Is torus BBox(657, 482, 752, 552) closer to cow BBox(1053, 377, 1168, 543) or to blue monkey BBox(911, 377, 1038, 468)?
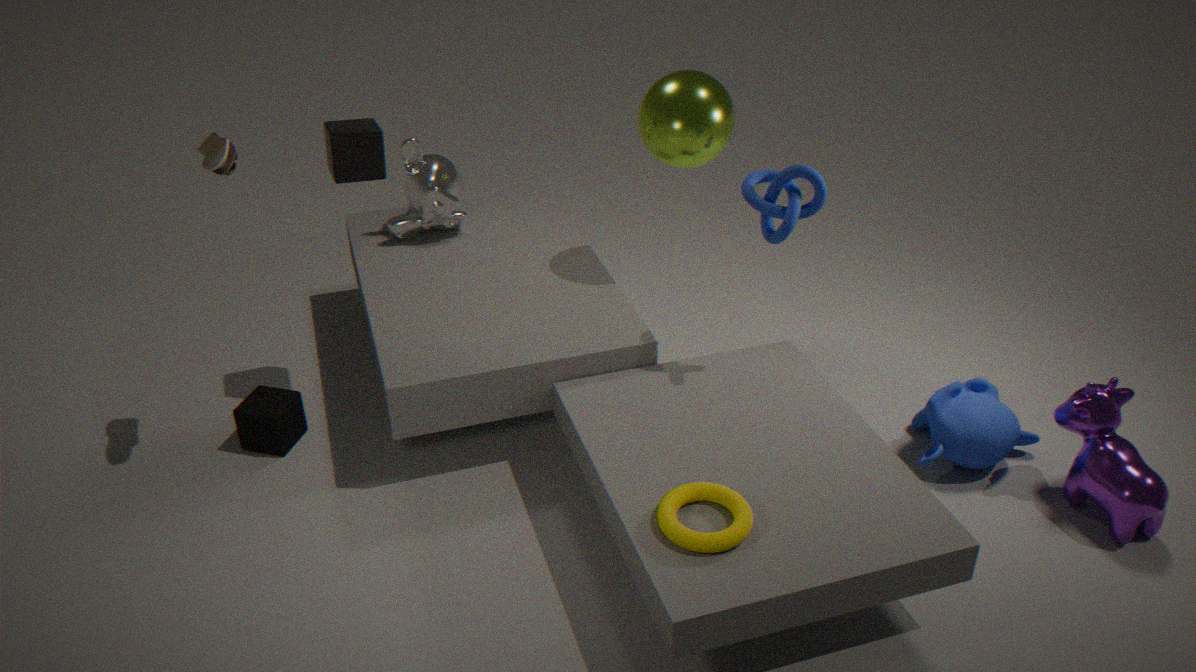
blue monkey BBox(911, 377, 1038, 468)
